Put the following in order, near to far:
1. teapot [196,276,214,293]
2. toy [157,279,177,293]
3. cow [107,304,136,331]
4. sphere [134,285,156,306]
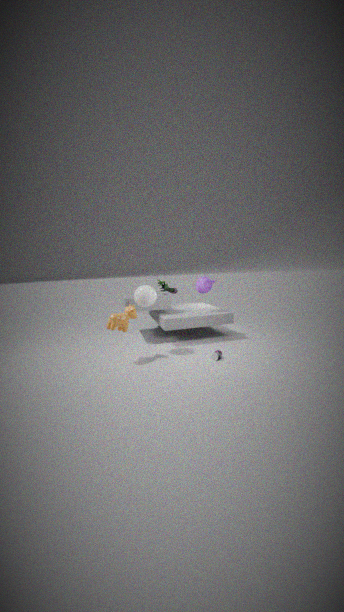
cow [107,304,136,331], sphere [134,285,156,306], teapot [196,276,214,293], toy [157,279,177,293]
